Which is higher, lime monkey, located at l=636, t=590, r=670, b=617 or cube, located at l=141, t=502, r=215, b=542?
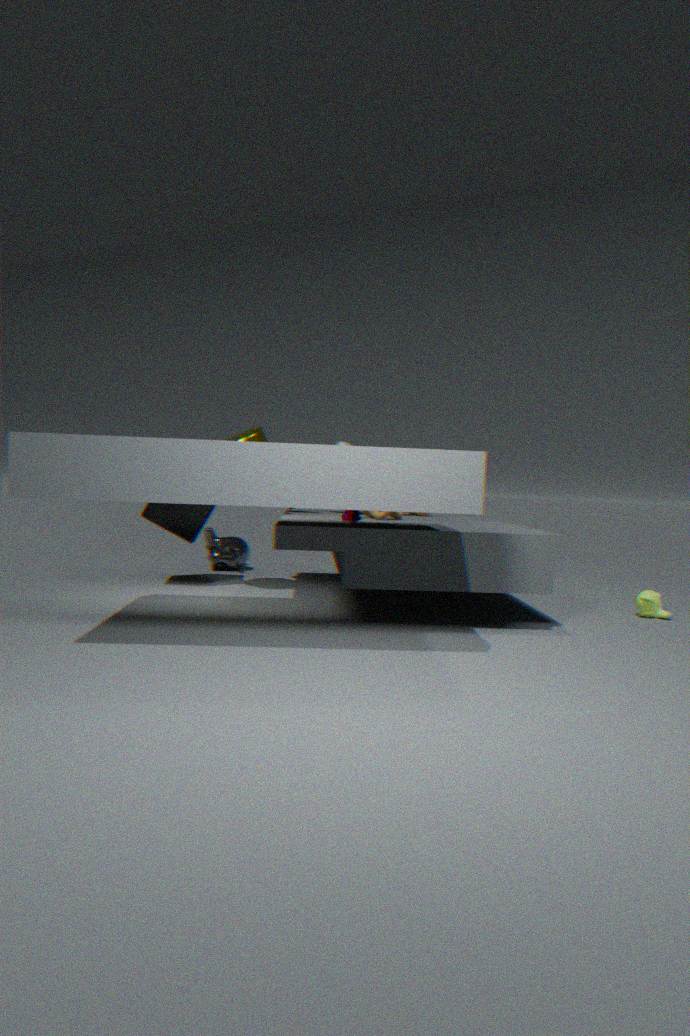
cube, located at l=141, t=502, r=215, b=542
